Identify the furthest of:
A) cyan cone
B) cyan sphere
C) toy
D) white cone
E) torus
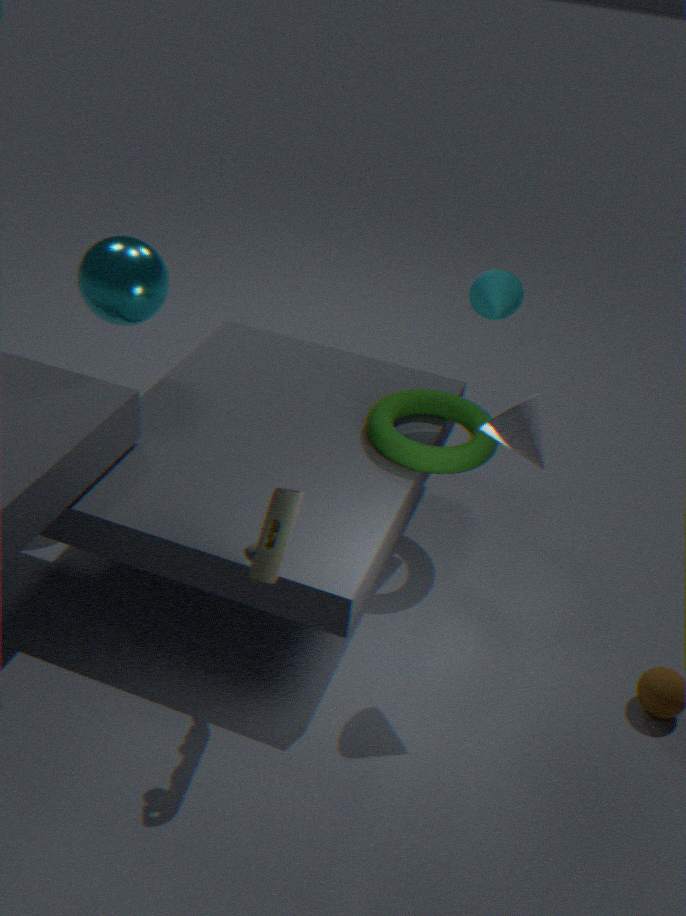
cyan cone
